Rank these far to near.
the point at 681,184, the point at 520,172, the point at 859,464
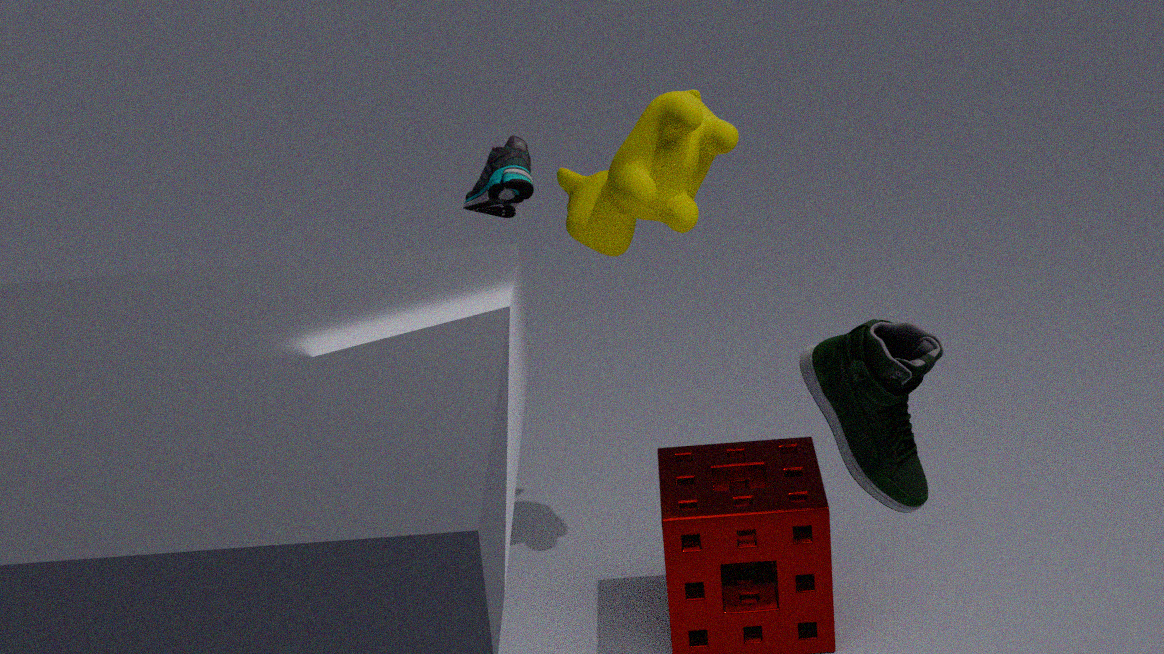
Answer: the point at 520,172, the point at 681,184, the point at 859,464
